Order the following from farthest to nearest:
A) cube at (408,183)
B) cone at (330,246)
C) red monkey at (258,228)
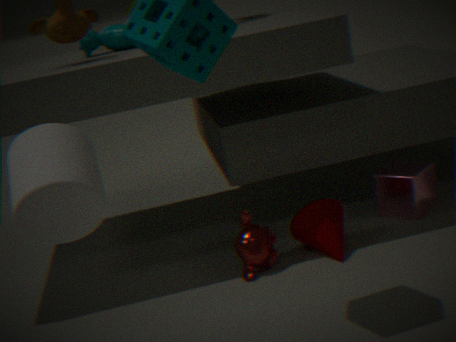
cube at (408,183), cone at (330,246), red monkey at (258,228)
